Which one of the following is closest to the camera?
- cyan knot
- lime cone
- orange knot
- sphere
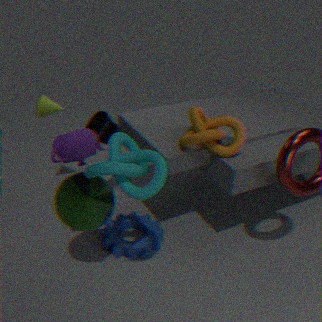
cyan knot
